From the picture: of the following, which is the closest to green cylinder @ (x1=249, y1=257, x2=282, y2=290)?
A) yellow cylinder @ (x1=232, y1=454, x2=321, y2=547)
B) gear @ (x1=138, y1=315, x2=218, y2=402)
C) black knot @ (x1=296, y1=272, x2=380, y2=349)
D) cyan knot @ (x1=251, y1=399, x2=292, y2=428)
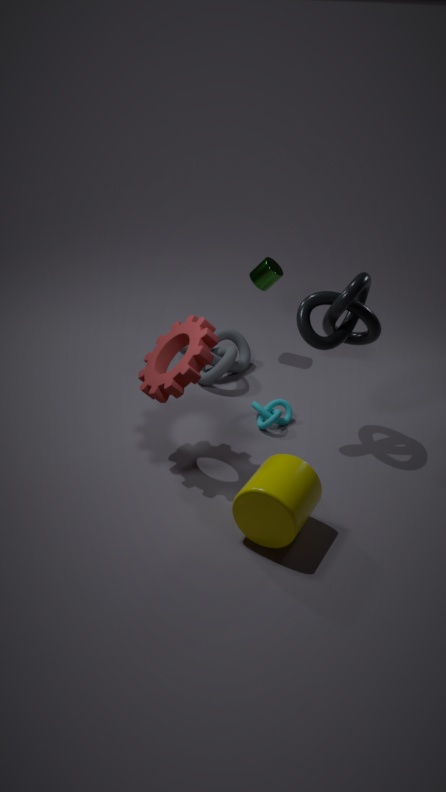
black knot @ (x1=296, y1=272, x2=380, y2=349)
